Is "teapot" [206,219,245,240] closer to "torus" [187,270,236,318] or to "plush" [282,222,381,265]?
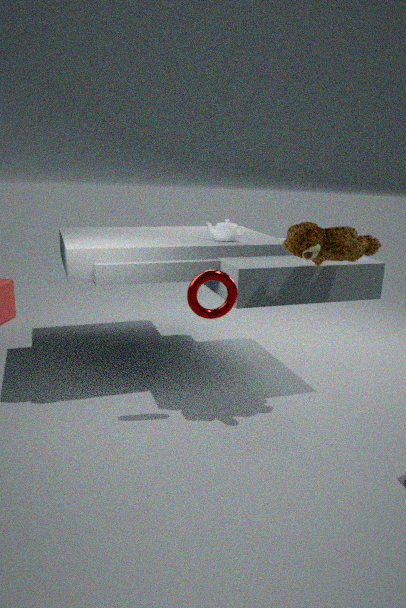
"plush" [282,222,381,265]
